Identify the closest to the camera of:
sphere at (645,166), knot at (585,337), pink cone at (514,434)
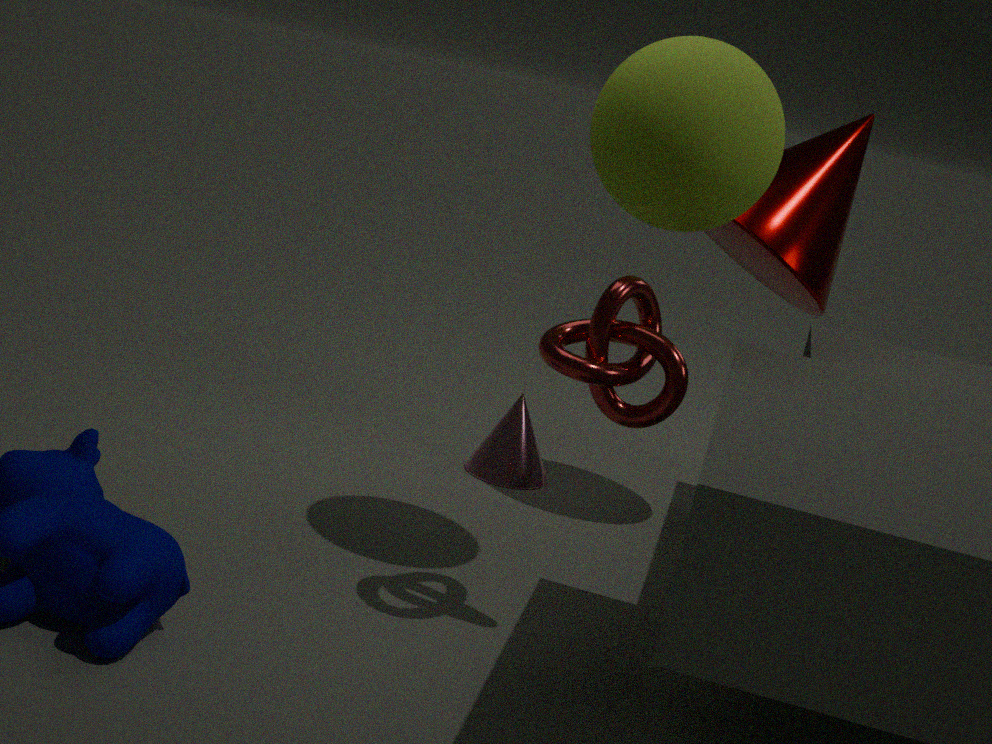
knot at (585,337)
